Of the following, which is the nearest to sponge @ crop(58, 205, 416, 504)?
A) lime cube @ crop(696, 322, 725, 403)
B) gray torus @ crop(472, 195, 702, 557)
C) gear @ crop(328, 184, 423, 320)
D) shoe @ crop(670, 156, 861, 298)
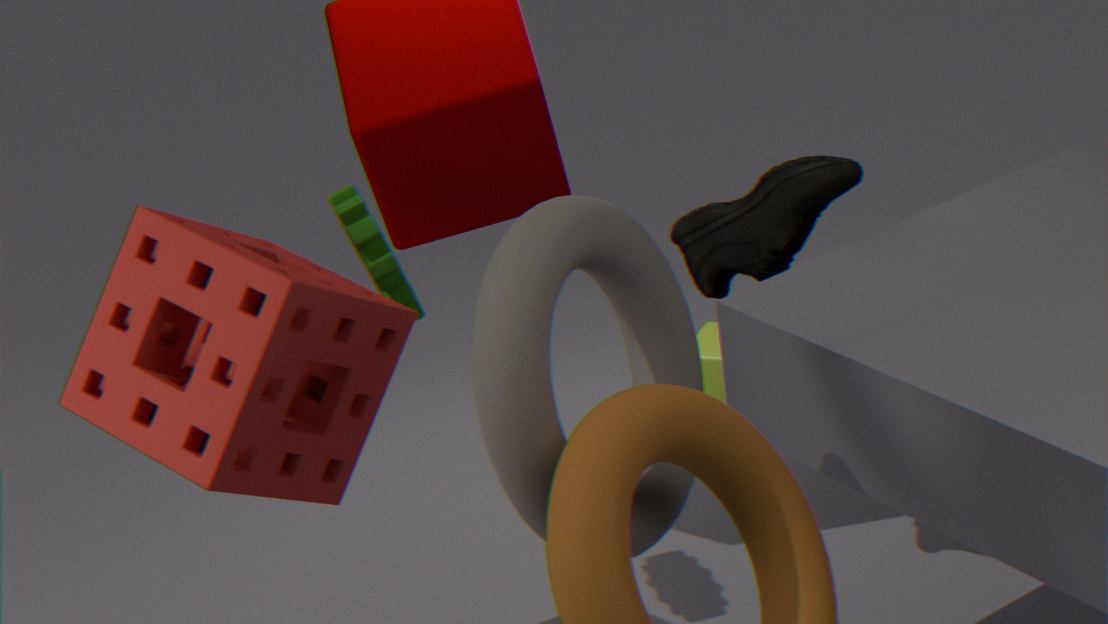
gear @ crop(328, 184, 423, 320)
